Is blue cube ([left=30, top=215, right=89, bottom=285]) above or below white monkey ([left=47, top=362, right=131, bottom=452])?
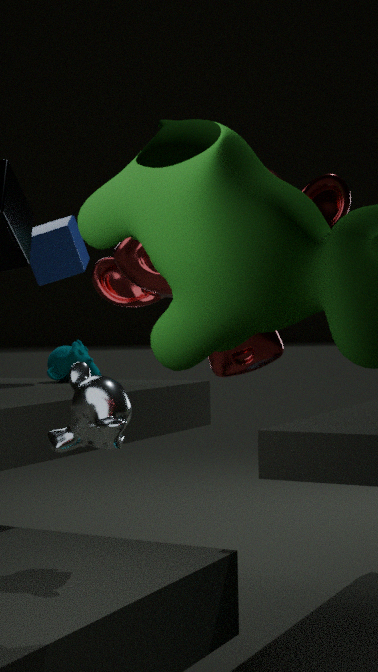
above
